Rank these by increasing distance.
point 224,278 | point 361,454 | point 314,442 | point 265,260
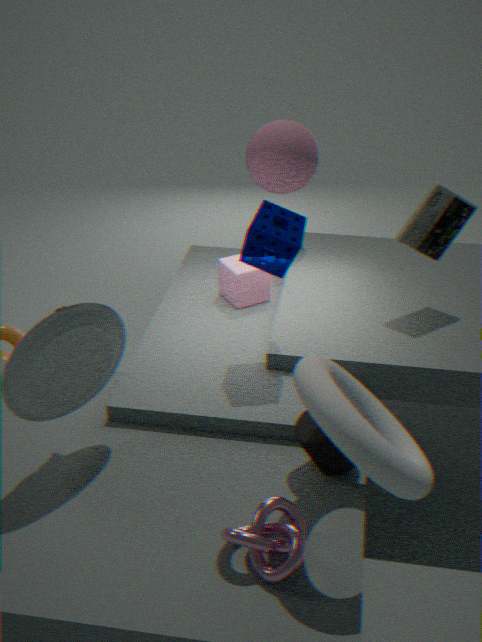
point 361,454, point 314,442, point 265,260, point 224,278
